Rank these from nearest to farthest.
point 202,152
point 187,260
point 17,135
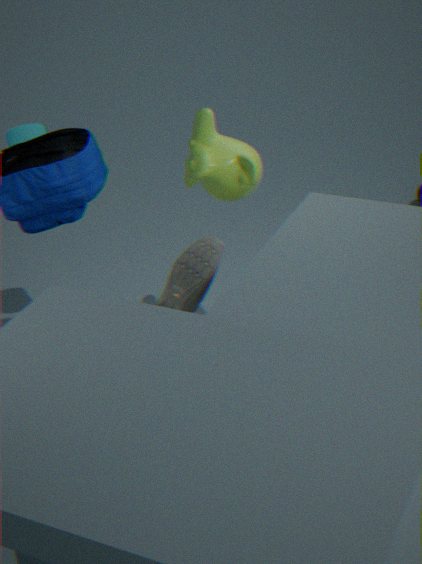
point 187,260
point 202,152
point 17,135
